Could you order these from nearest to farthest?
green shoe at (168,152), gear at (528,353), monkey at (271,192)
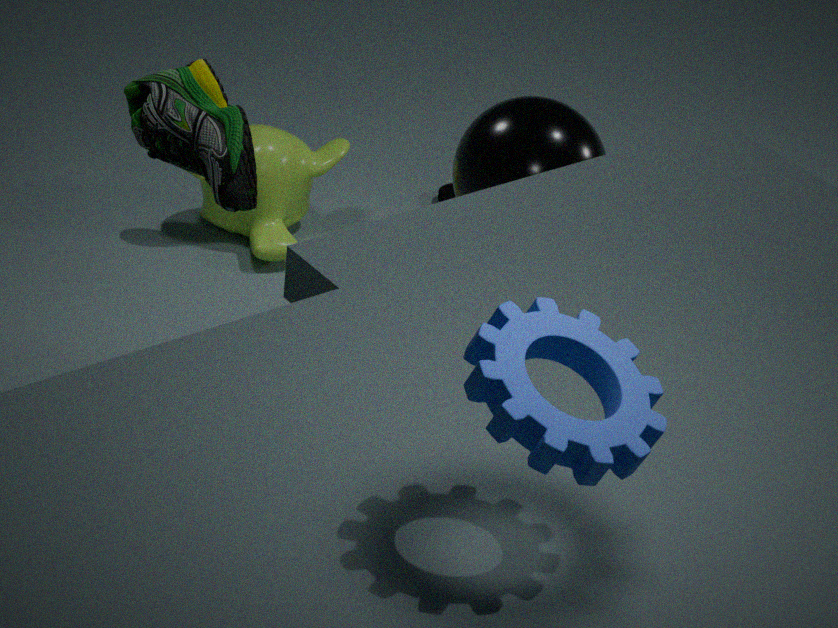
gear at (528,353)
green shoe at (168,152)
monkey at (271,192)
